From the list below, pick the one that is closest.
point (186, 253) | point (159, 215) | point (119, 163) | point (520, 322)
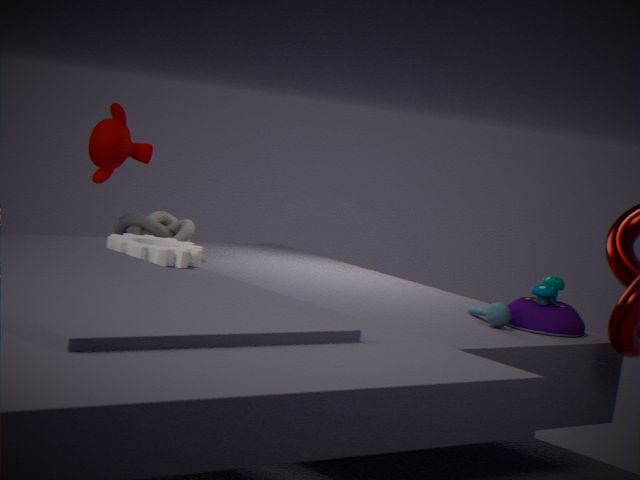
point (186, 253)
